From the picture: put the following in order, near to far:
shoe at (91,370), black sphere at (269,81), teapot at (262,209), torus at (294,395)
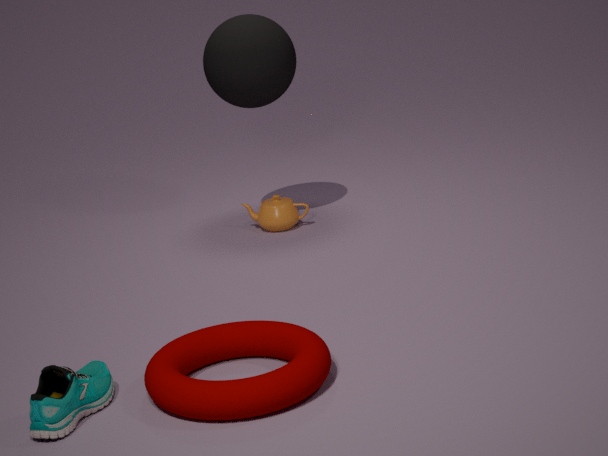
torus at (294,395), shoe at (91,370), black sphere at (269,81), teapot at (262,209)
